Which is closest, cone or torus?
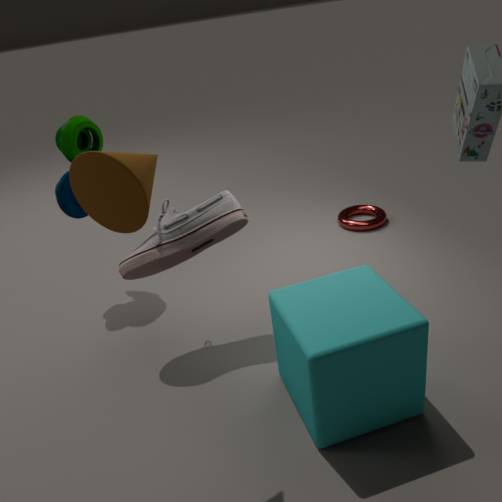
cone
